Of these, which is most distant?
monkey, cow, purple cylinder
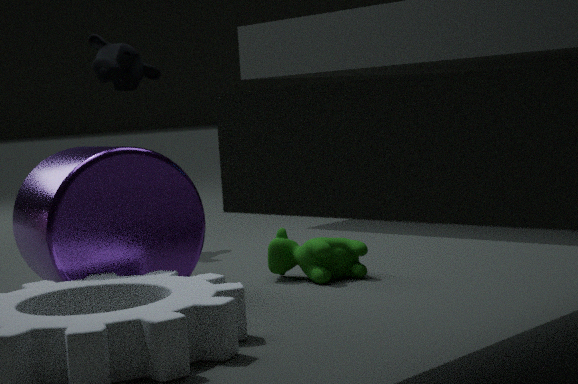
monkey
